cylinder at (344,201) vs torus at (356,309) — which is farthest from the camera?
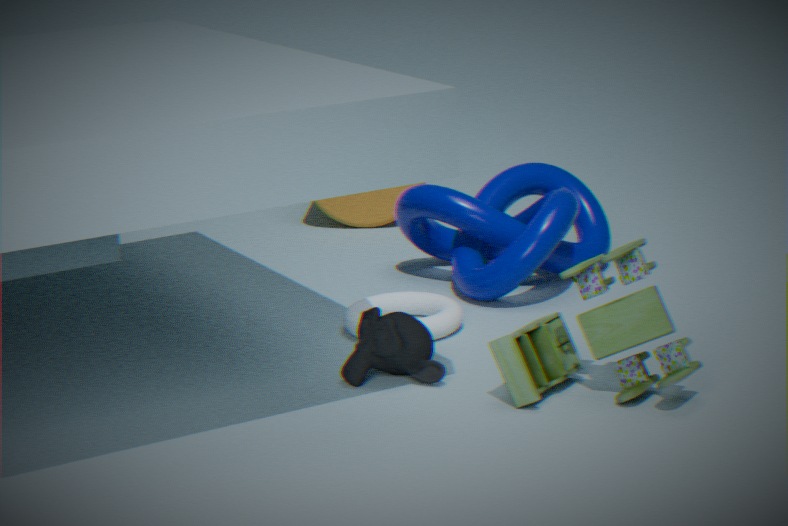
cylinder at (344,201)
